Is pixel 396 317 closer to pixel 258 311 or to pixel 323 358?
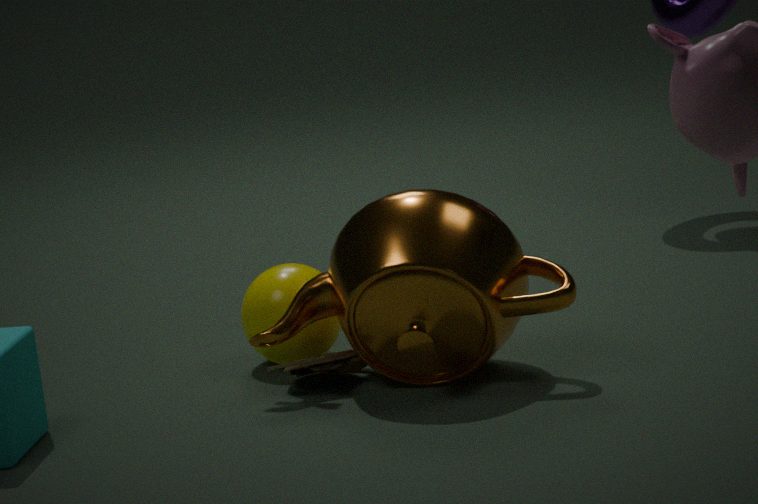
pixel 323 358
